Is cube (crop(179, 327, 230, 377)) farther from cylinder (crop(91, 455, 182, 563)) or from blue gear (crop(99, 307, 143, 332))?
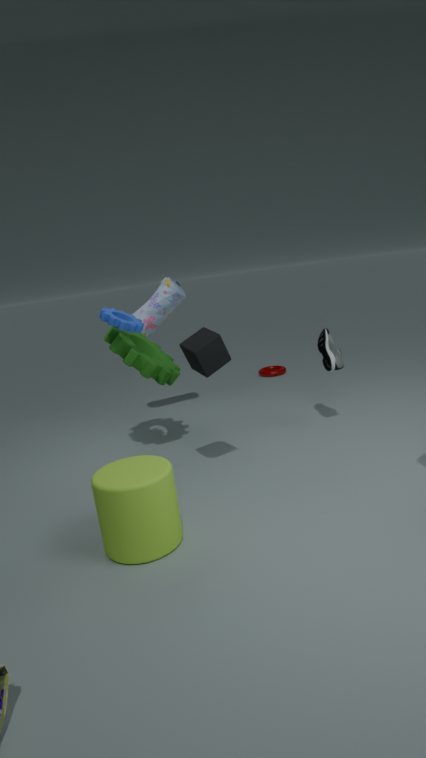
cylinder (crop(91, 455, 182, 563))
